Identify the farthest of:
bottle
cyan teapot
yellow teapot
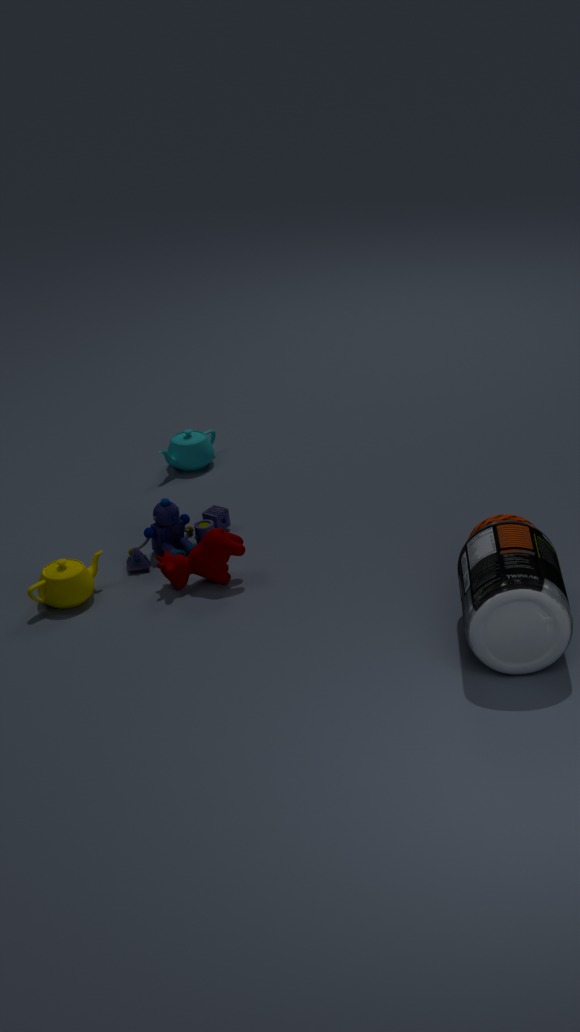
cyan teapot
